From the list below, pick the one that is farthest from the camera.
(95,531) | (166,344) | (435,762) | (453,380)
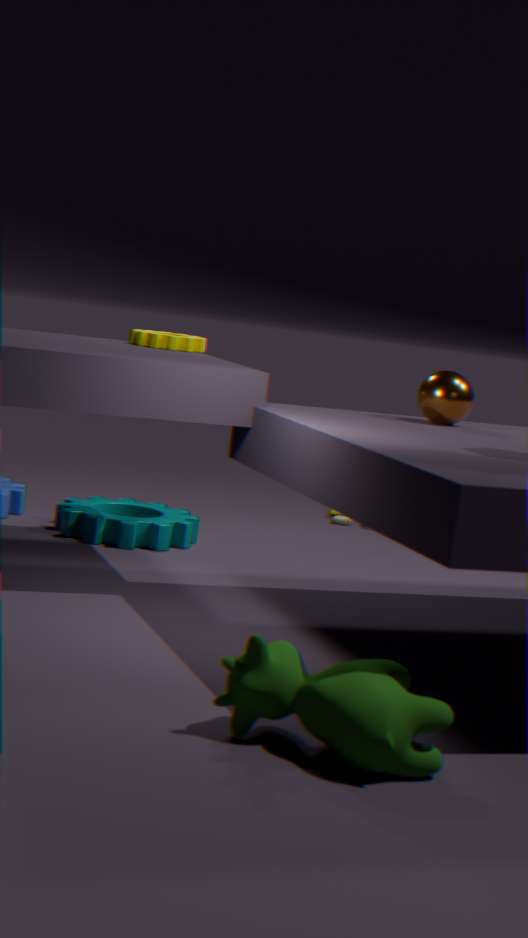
(95,531)
